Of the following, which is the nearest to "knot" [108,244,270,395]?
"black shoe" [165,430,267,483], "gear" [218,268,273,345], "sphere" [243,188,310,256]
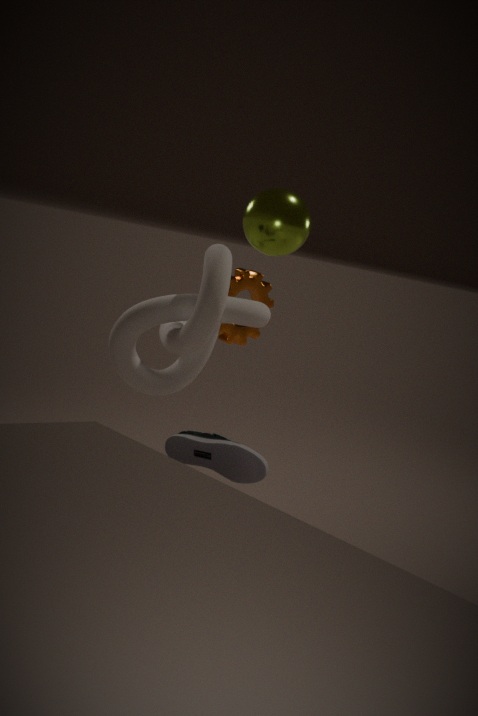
"gear" [218,268,273,345]
